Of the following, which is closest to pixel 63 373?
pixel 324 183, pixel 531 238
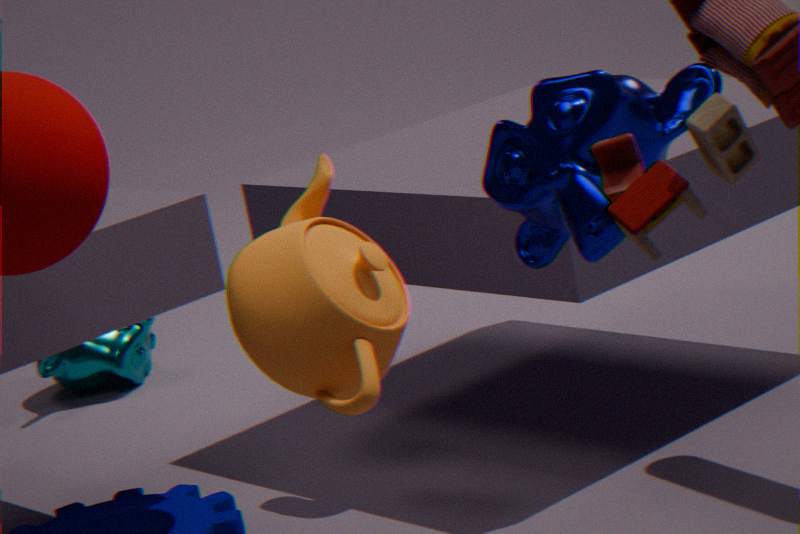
pixel 324 183
